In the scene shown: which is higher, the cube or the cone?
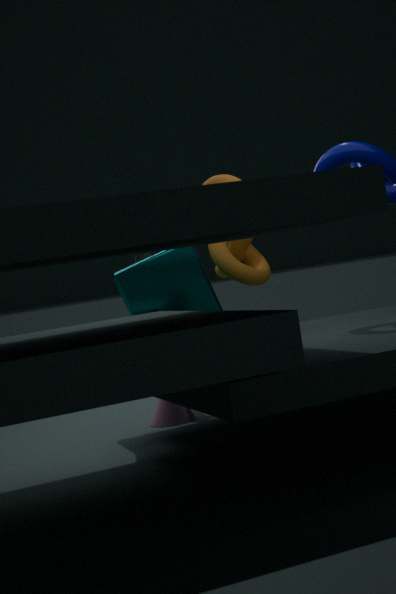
the cube
